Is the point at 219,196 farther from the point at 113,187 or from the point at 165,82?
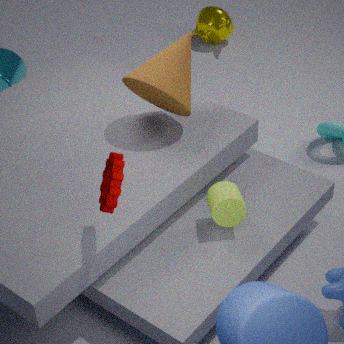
the point at 165,82
